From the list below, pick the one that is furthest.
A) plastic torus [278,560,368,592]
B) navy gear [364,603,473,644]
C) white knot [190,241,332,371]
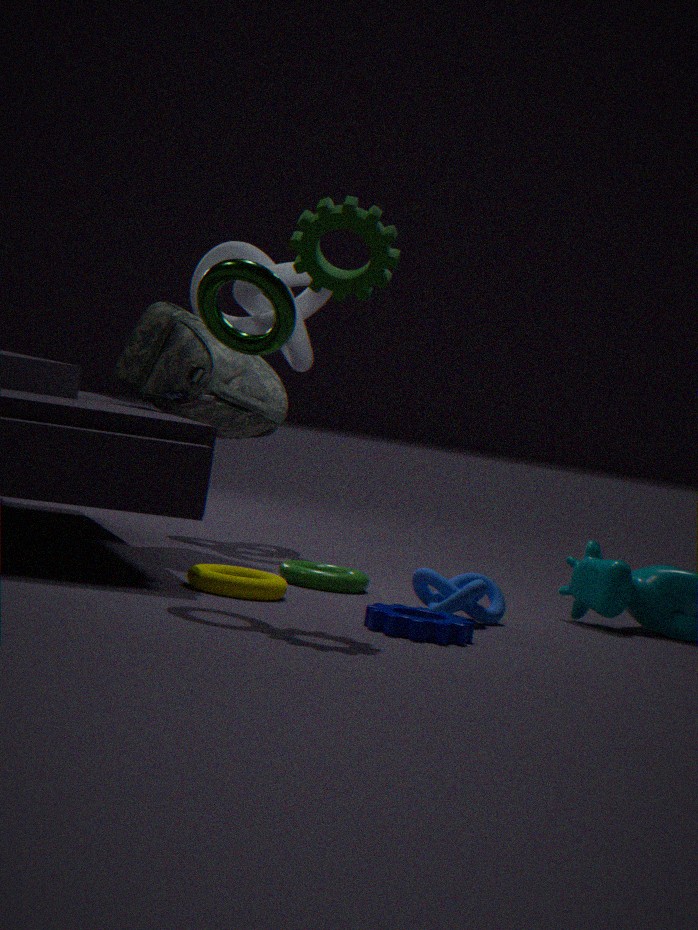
white knot [190,241,332,371]
